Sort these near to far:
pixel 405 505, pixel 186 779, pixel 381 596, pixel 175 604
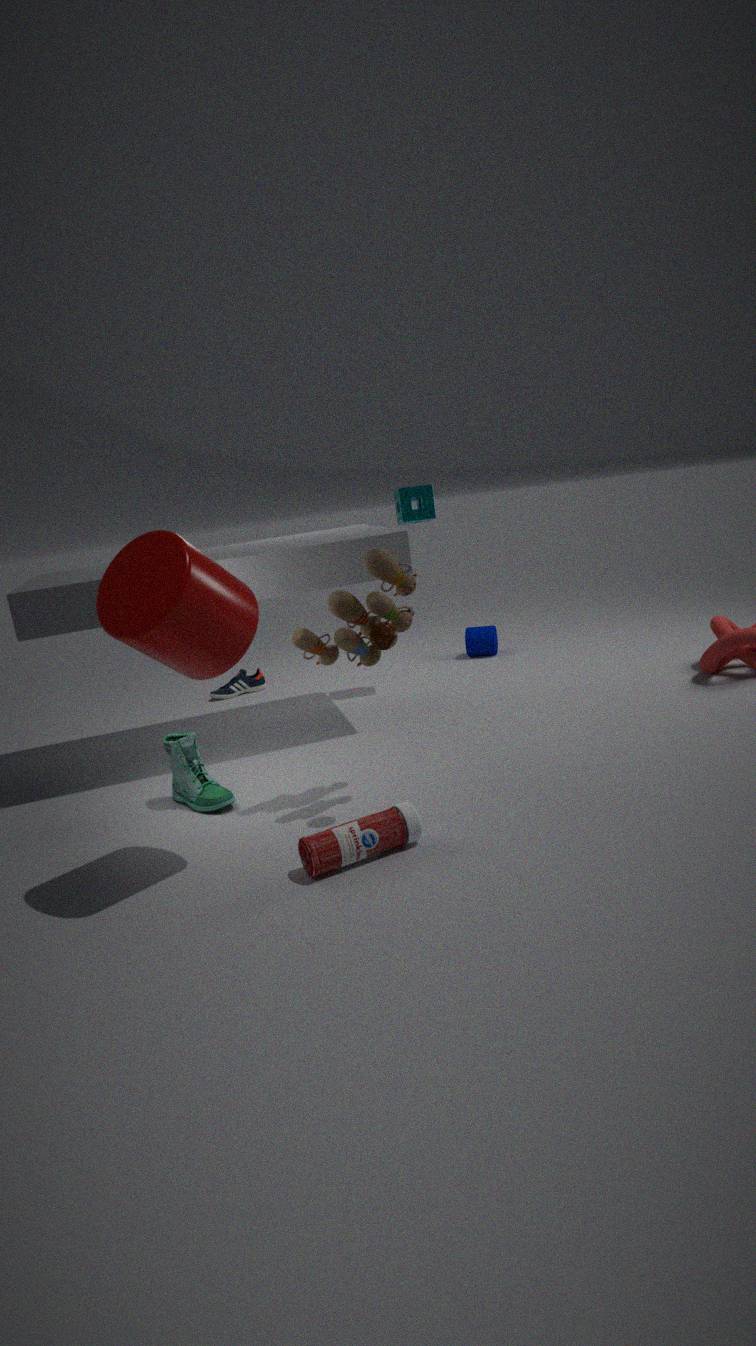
pixel 175 604, pixel 381 596, pixel 186 779, pixel 405 505
